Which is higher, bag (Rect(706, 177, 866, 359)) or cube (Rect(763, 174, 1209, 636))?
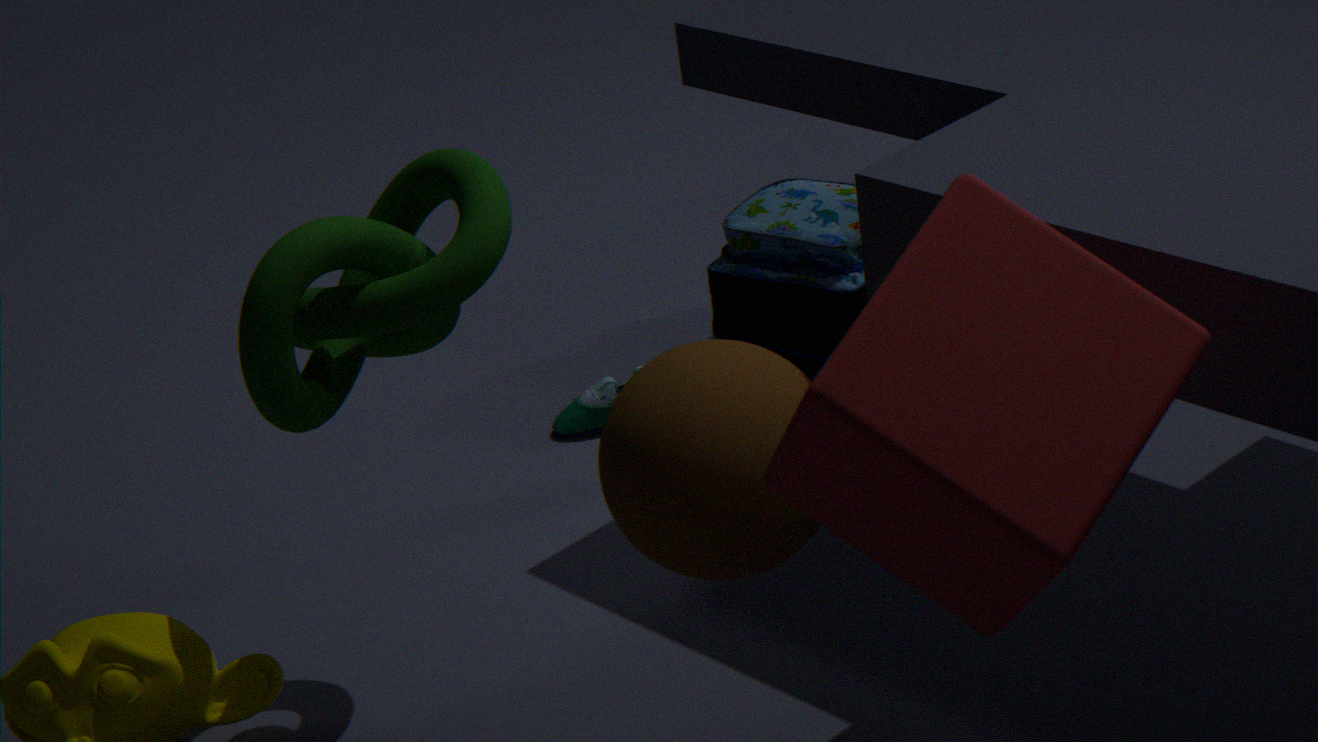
cube (Rect(763, 174, 1209, 636))
